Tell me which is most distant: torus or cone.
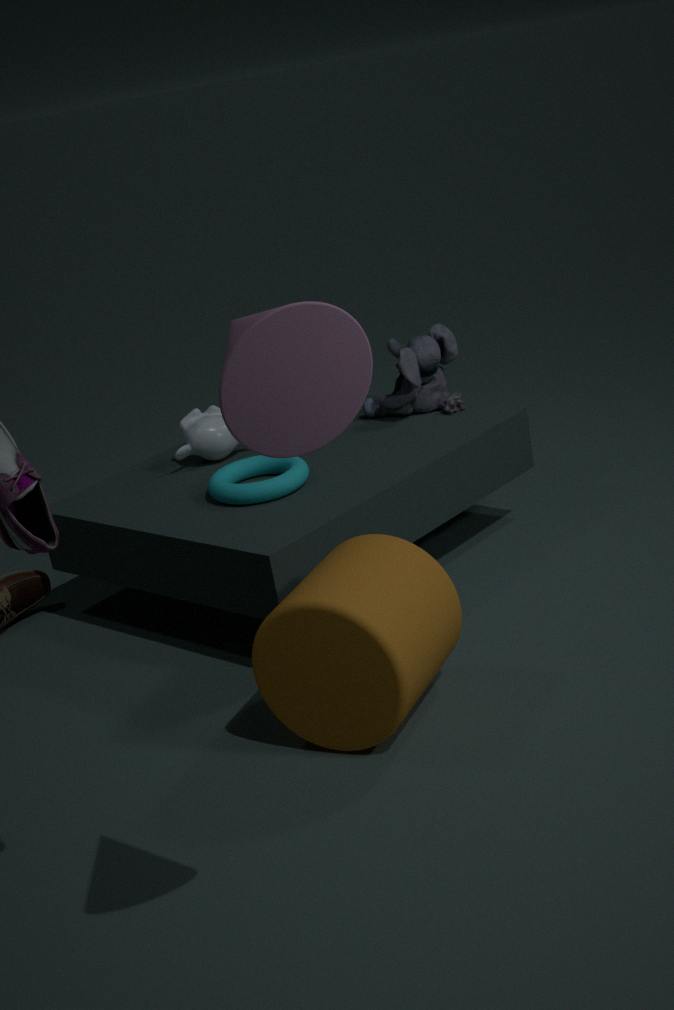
torus
